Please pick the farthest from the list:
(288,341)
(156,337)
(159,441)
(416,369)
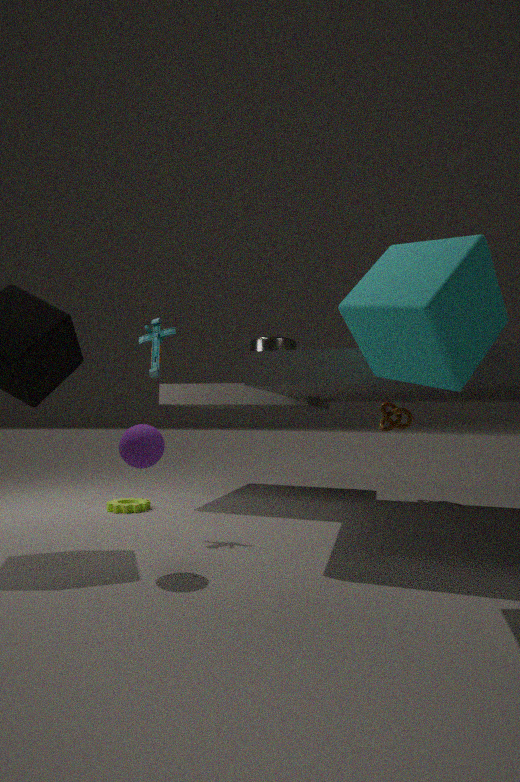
(288,341)
